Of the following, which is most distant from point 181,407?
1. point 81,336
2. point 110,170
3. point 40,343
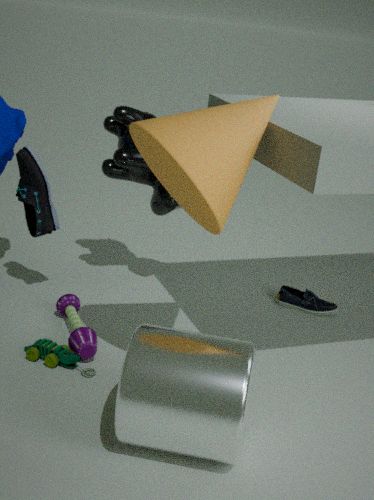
point 110,170
